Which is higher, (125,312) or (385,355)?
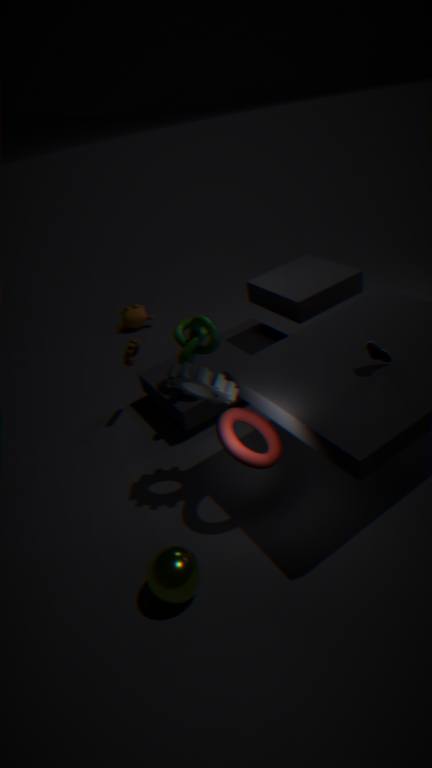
(385,355)
